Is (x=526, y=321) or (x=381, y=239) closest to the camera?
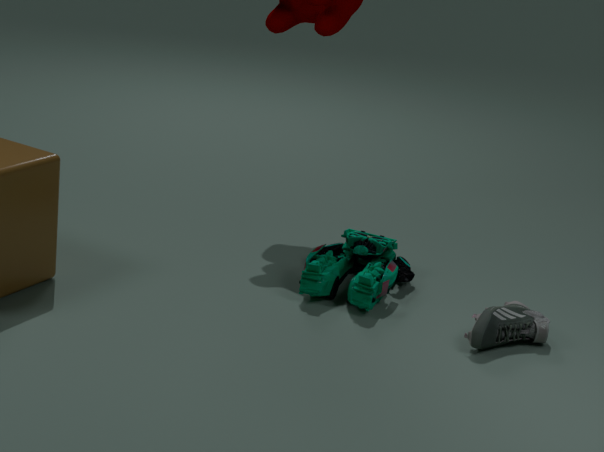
(x=526, y=321)
